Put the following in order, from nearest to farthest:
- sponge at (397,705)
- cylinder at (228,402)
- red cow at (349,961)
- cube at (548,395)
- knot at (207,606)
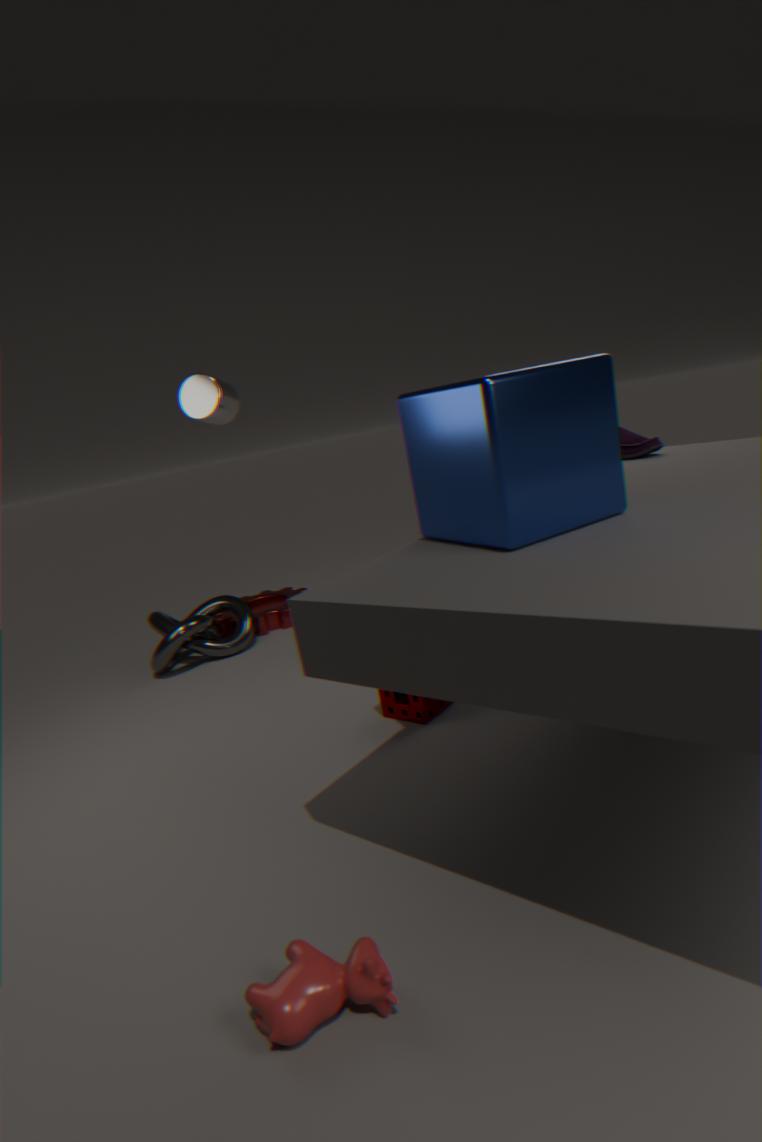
1. red cow at (349,961)
2. cube at (548,395)
3. sponge at (397,705)
4. cylinder at (228,402)
5. knot at (207,606)
